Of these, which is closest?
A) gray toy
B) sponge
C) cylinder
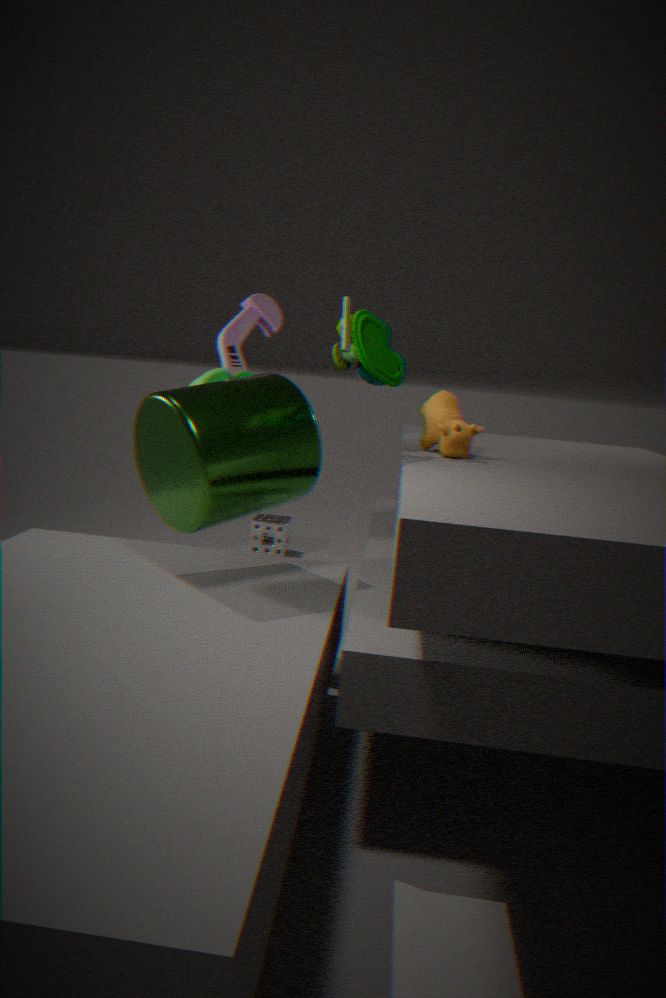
cylinder
